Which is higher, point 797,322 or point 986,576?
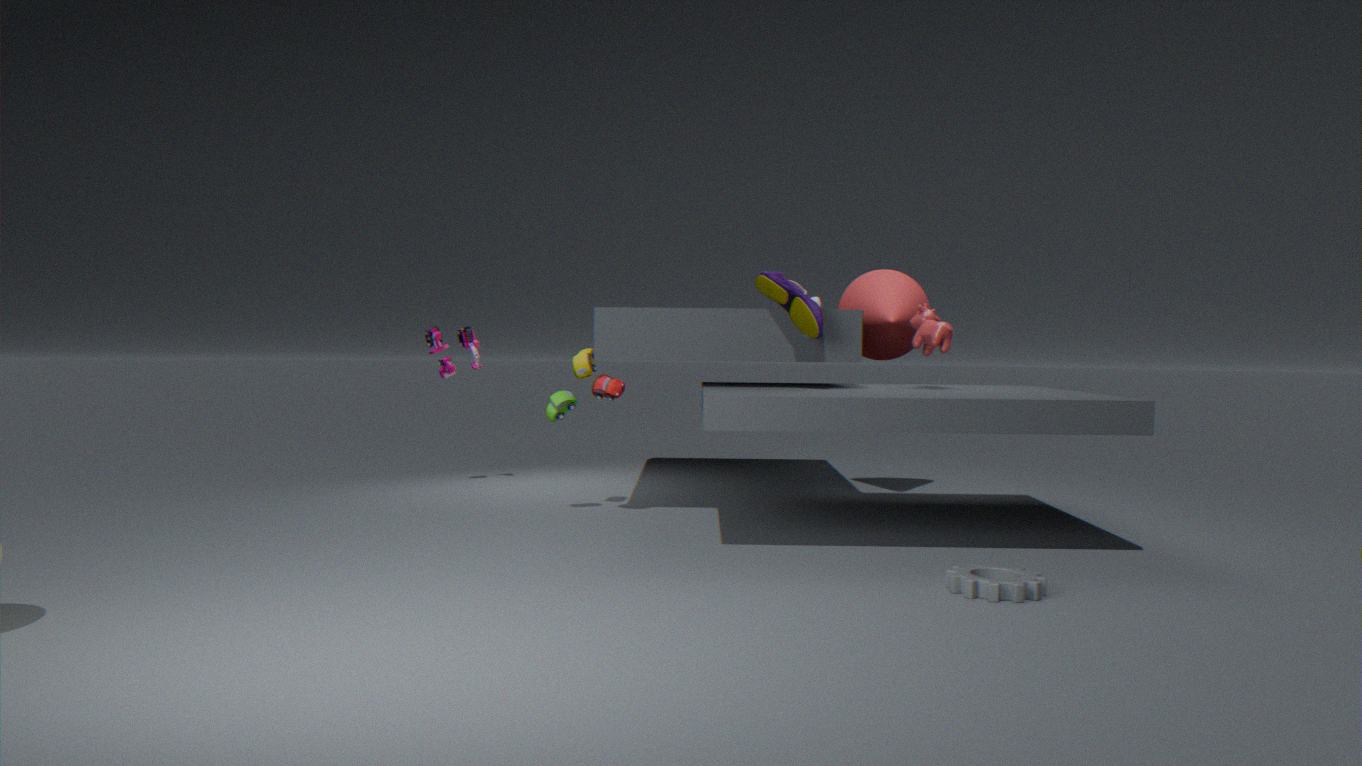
point 797,322
